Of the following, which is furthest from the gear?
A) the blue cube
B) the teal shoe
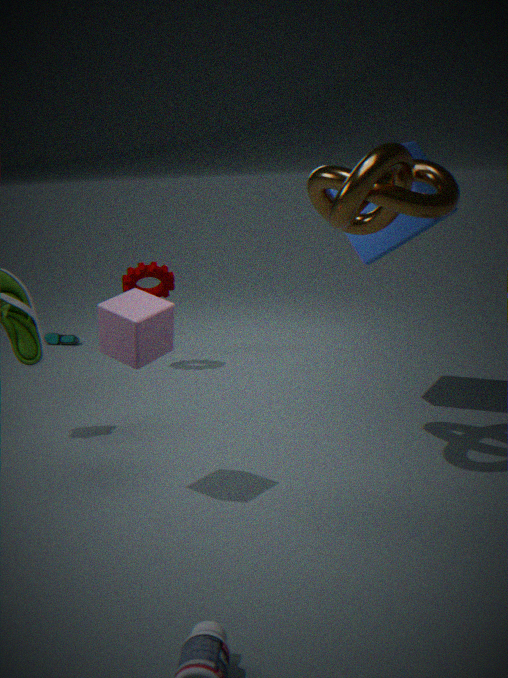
the blue cube
